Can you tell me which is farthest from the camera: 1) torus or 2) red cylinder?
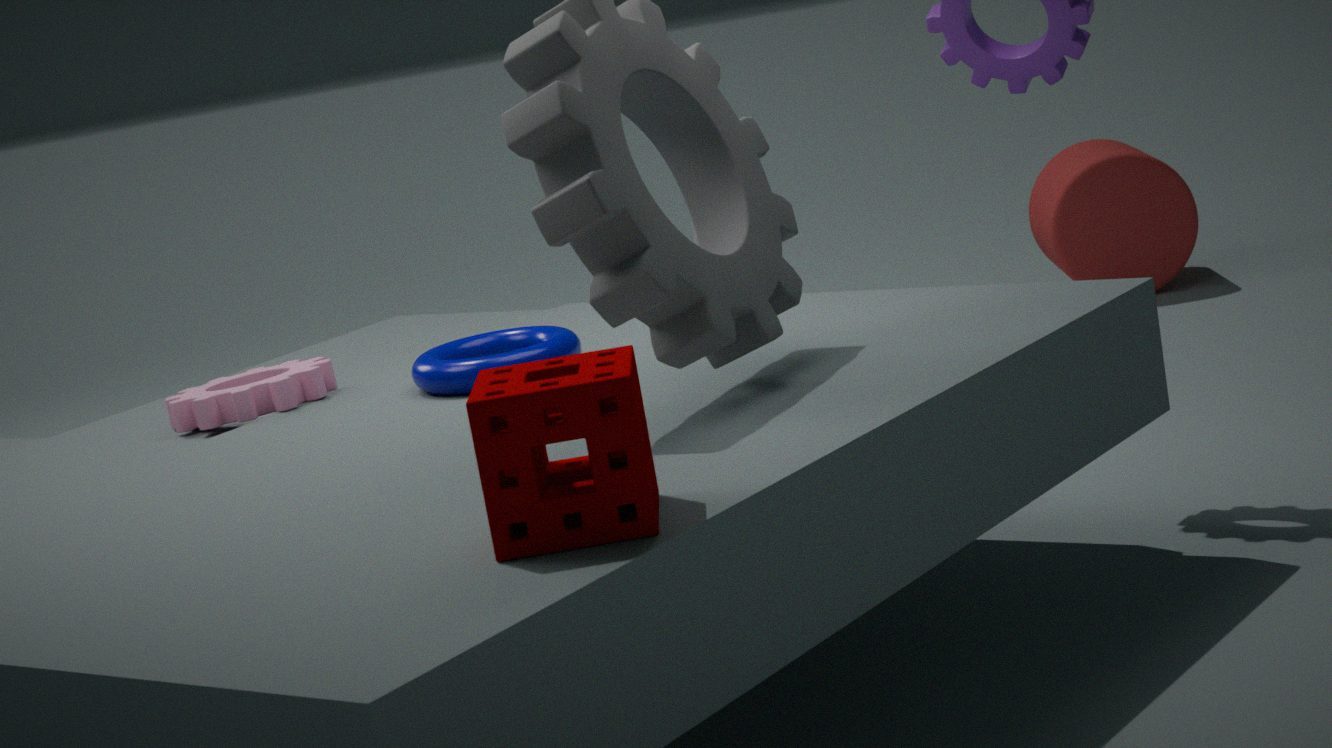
2. red cylinder
